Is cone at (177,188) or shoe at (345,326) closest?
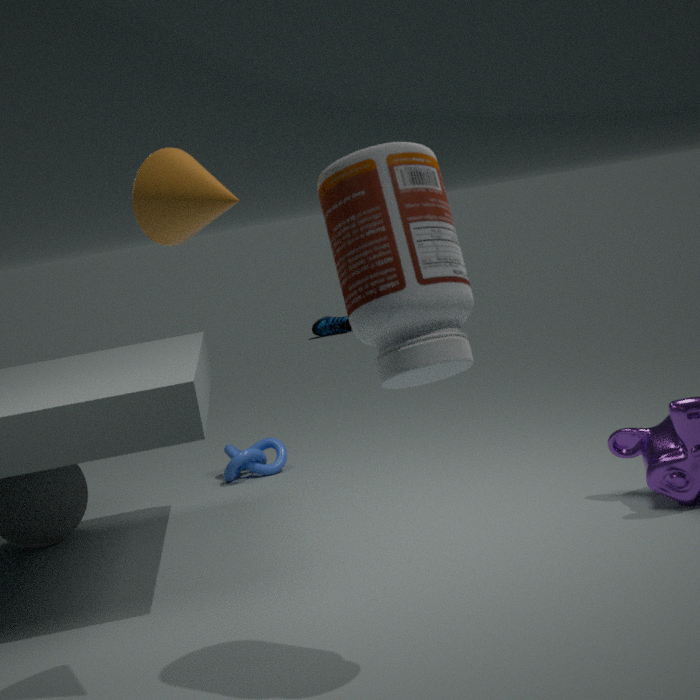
cone at (177,188)
